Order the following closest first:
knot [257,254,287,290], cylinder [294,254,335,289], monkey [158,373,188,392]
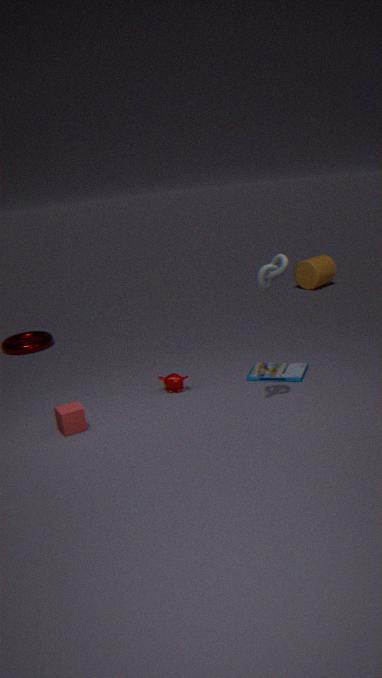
knot [257,254,287,290] < monkey [158,373,188,392] < cylinder [294,254,335,289]
